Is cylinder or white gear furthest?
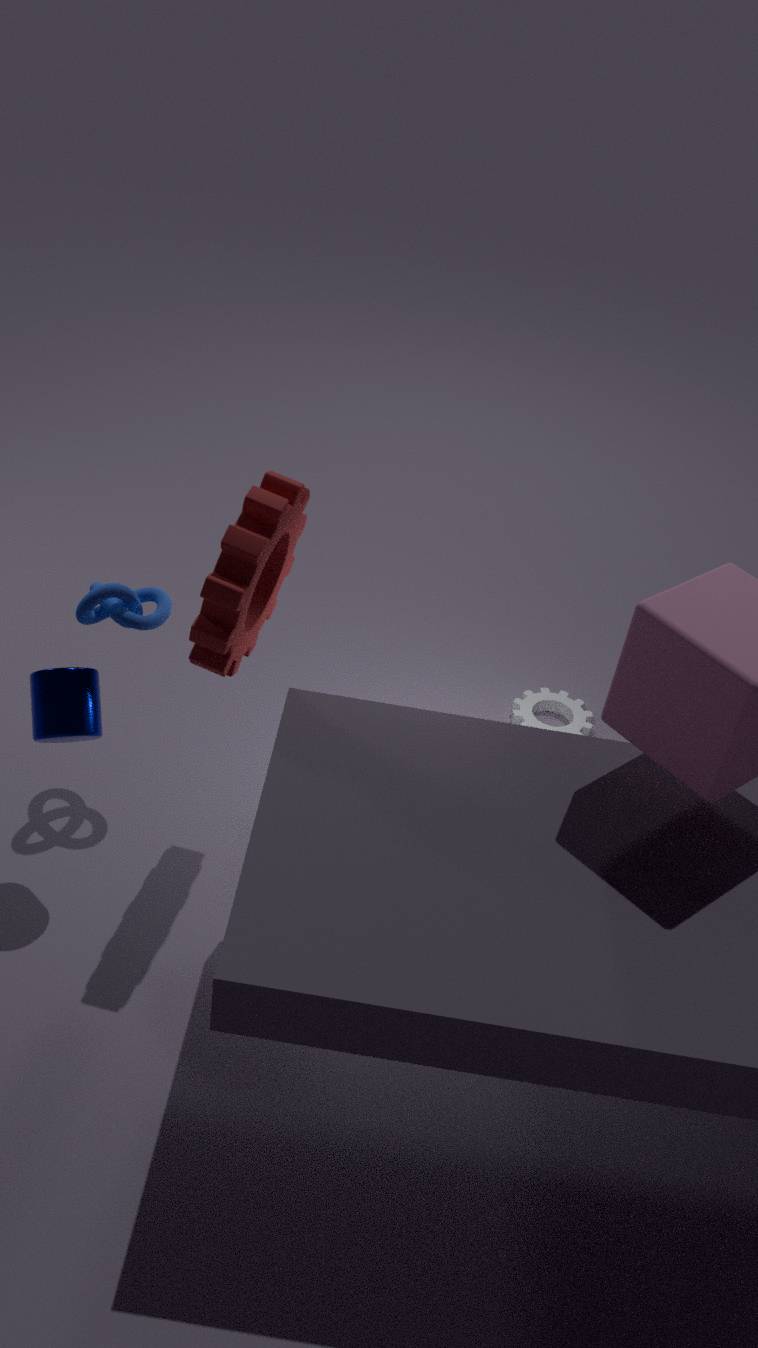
white gear
